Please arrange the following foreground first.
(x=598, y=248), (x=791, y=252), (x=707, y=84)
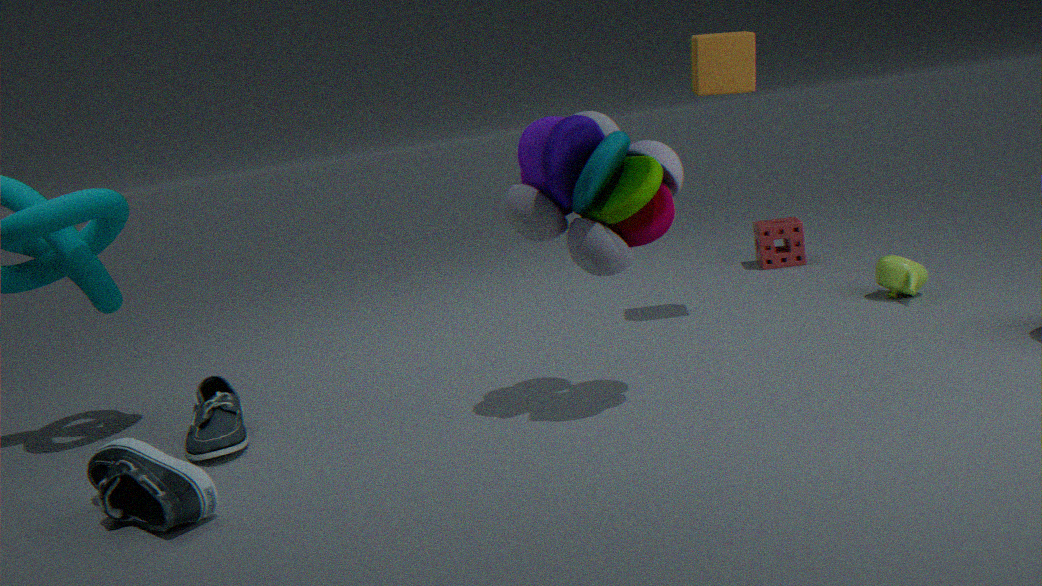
(x=598, y=248) → (x=707, y=84) → (x=791, y=252)
